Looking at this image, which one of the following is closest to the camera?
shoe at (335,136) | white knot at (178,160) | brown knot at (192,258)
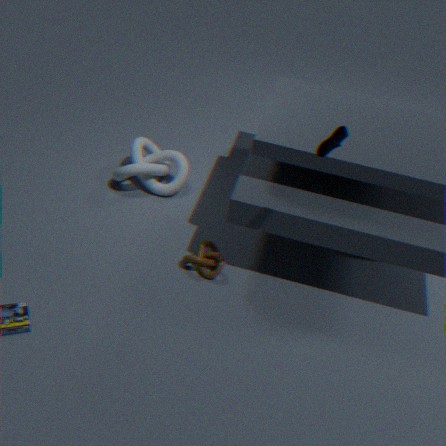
shoe at (335,136)
